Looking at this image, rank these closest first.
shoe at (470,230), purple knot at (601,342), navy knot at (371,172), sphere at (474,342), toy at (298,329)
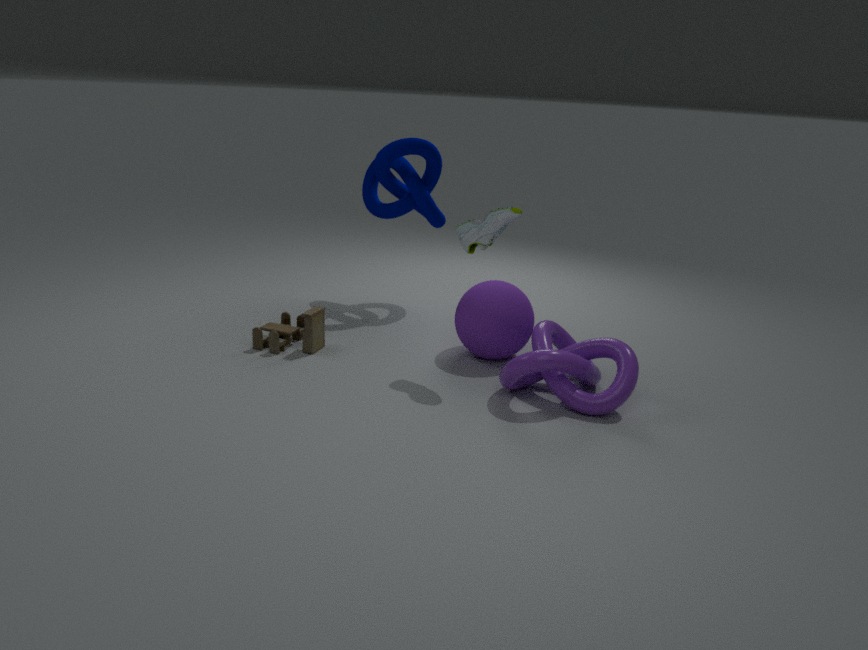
purple knot at (601,342)
shoe at (470,230)
sphere at (474,342)
toy at (298,329)
navy knot at (371,172)
